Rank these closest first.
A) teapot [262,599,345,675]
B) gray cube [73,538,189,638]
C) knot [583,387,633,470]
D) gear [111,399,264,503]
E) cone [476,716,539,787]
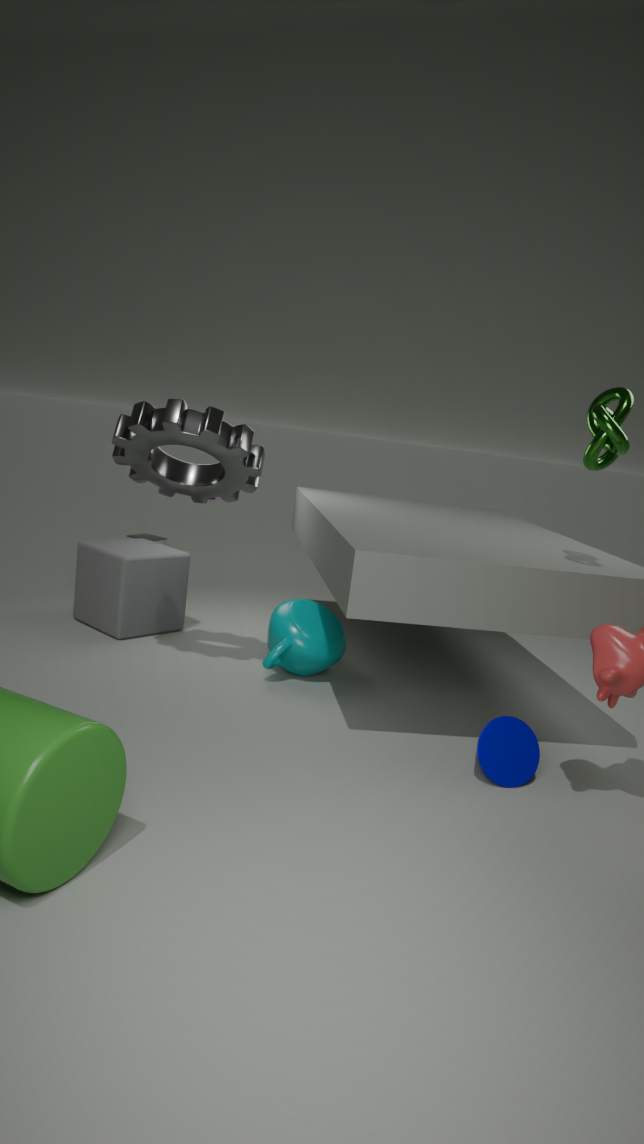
1. knot [583,387,633,470]
2. cone [476,716,539,787]
3. gear [111,399,264,503]
4. teapot [262,599,345,675]
5. gray cube [73,538,189,638]
